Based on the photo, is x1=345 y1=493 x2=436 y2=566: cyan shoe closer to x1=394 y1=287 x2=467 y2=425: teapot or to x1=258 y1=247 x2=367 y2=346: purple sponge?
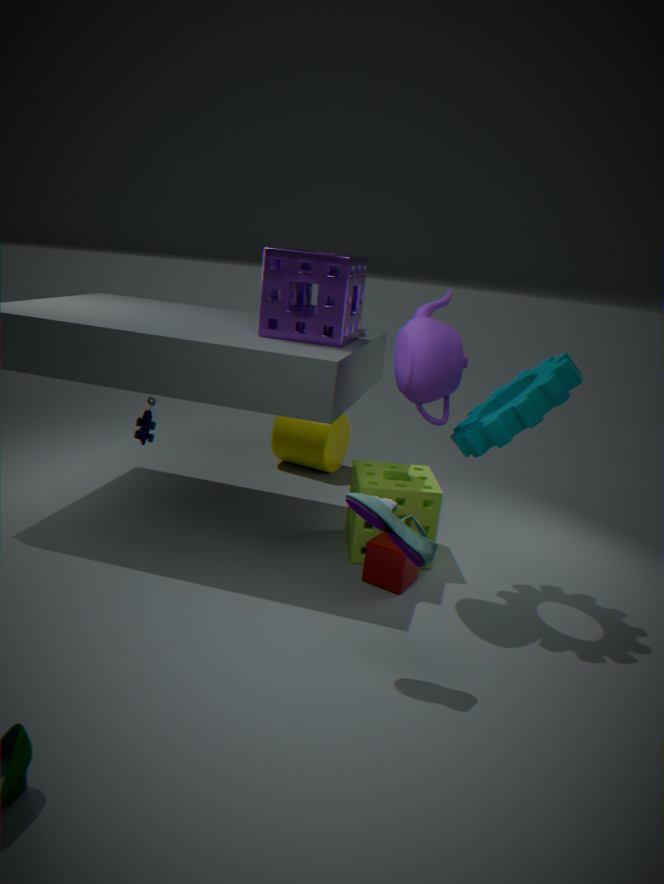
x1=394 y1=287 x2=467 y2=425: teapot
